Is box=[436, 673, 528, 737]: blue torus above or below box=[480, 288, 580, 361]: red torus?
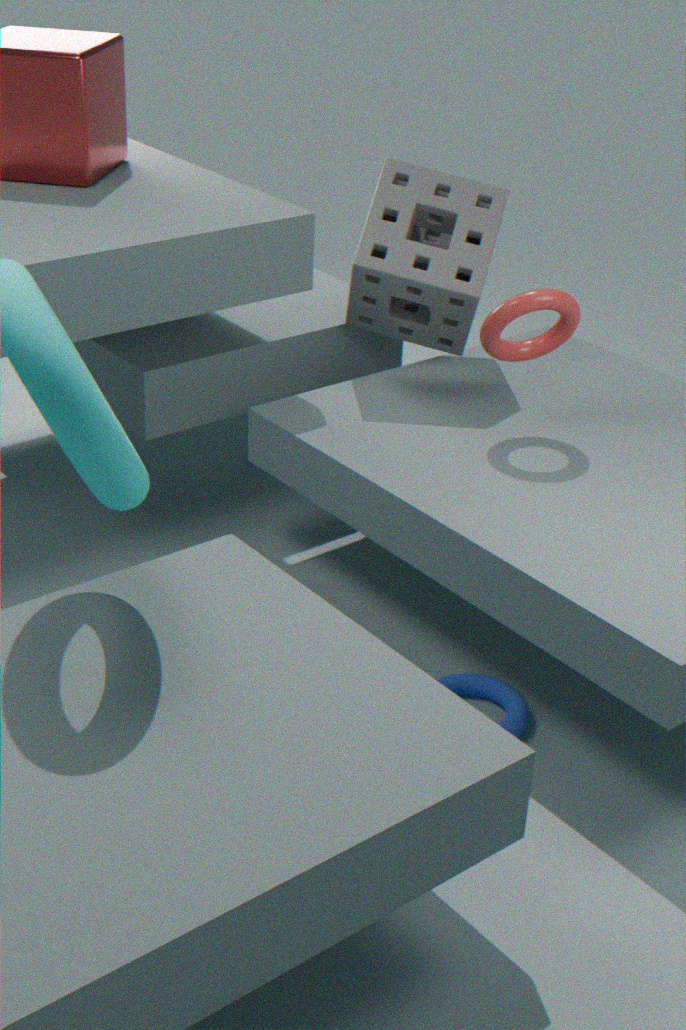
below
